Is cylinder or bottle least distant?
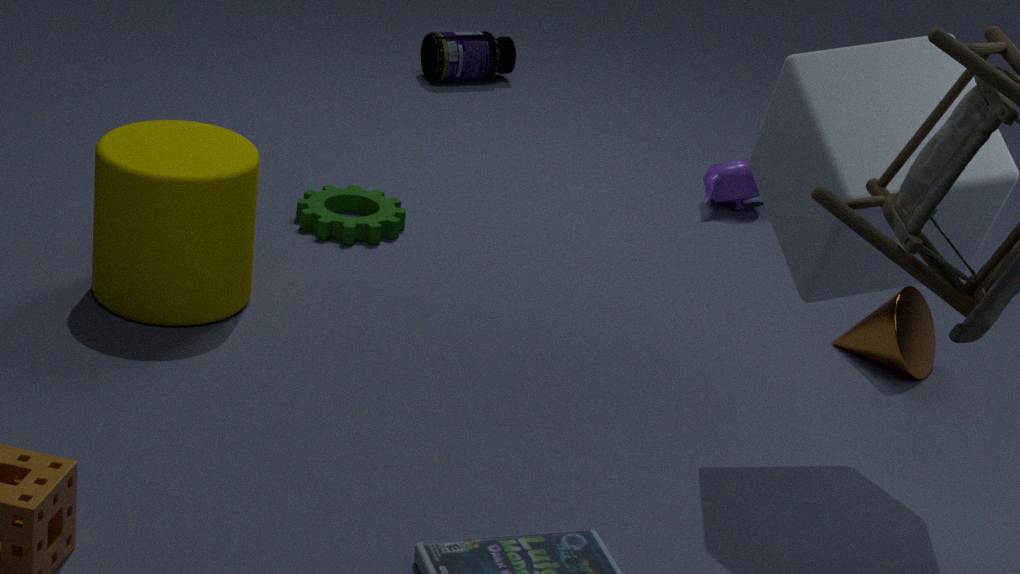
cylinder
